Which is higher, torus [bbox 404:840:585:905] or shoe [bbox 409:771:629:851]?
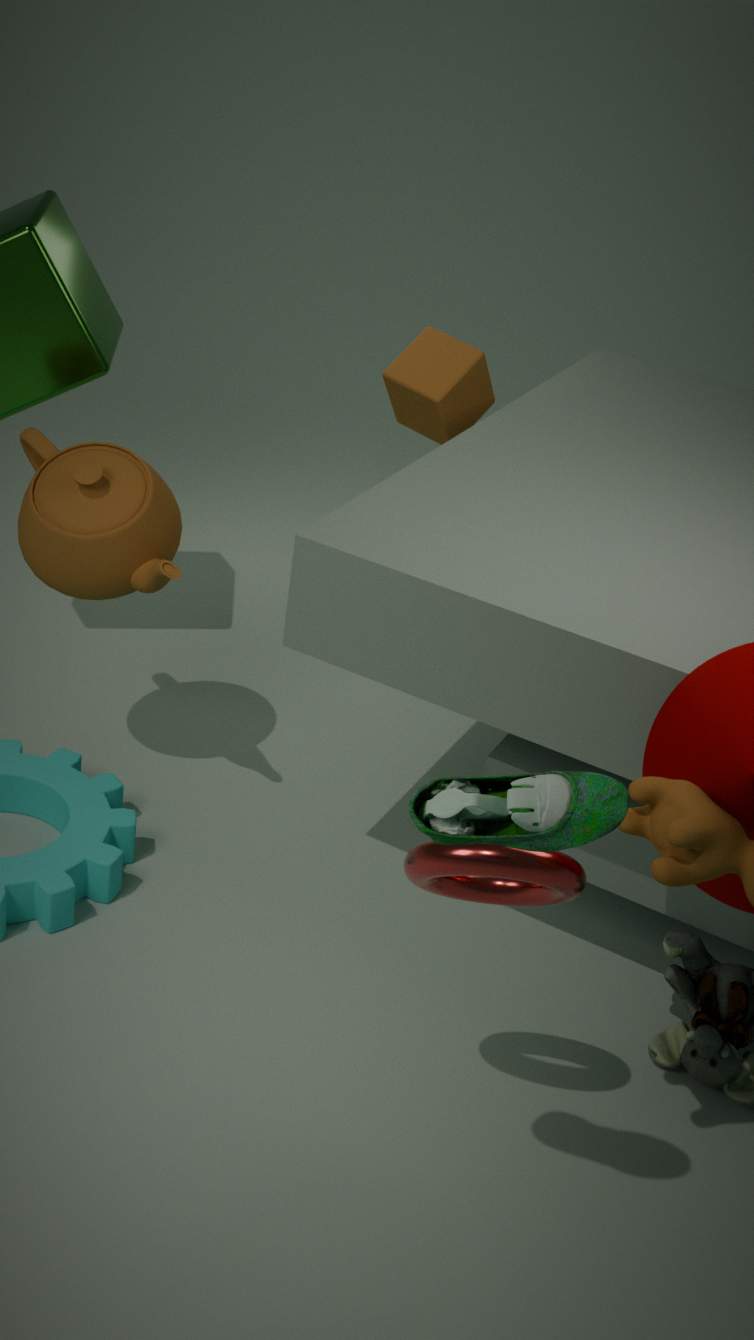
shoe [bbox 409:771:629:851]
